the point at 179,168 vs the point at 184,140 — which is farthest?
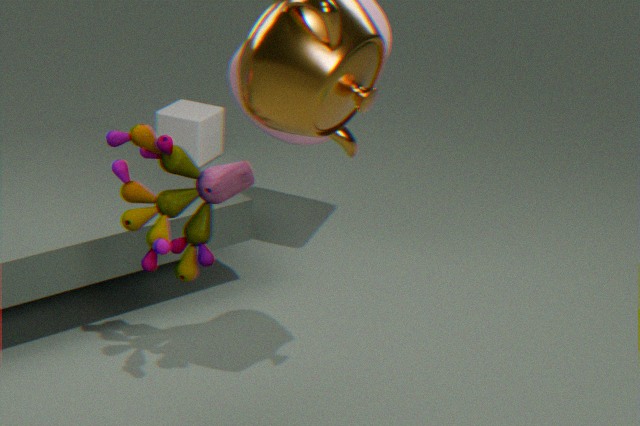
the point at 184,140
